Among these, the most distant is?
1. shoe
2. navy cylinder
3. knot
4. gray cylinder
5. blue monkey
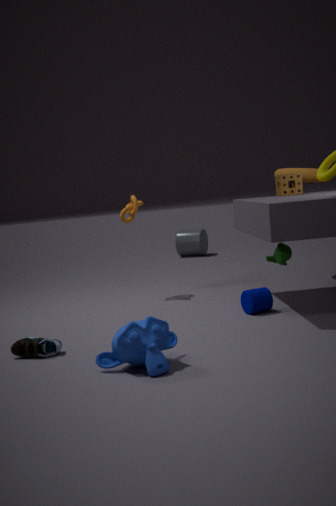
gray cylinder
